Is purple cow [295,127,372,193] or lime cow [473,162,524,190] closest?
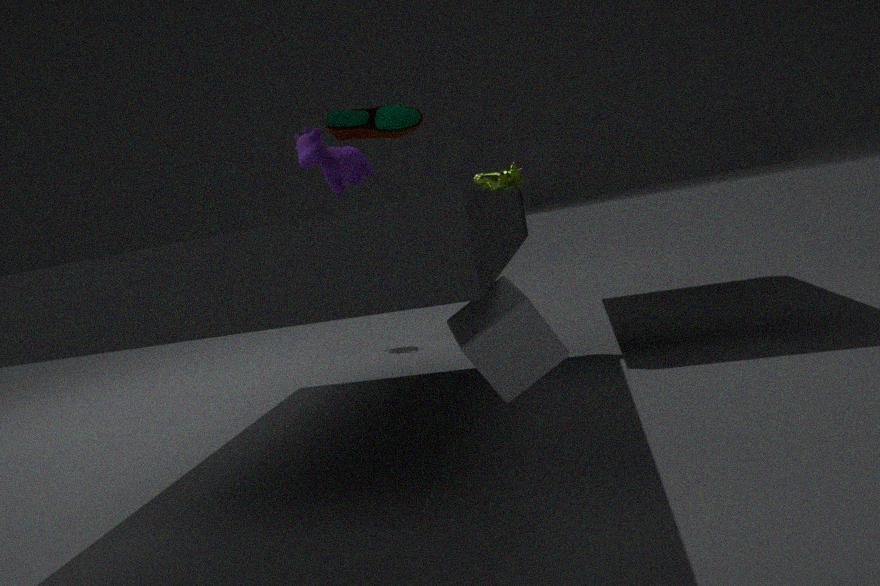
purple cow [295,127,372,193]
